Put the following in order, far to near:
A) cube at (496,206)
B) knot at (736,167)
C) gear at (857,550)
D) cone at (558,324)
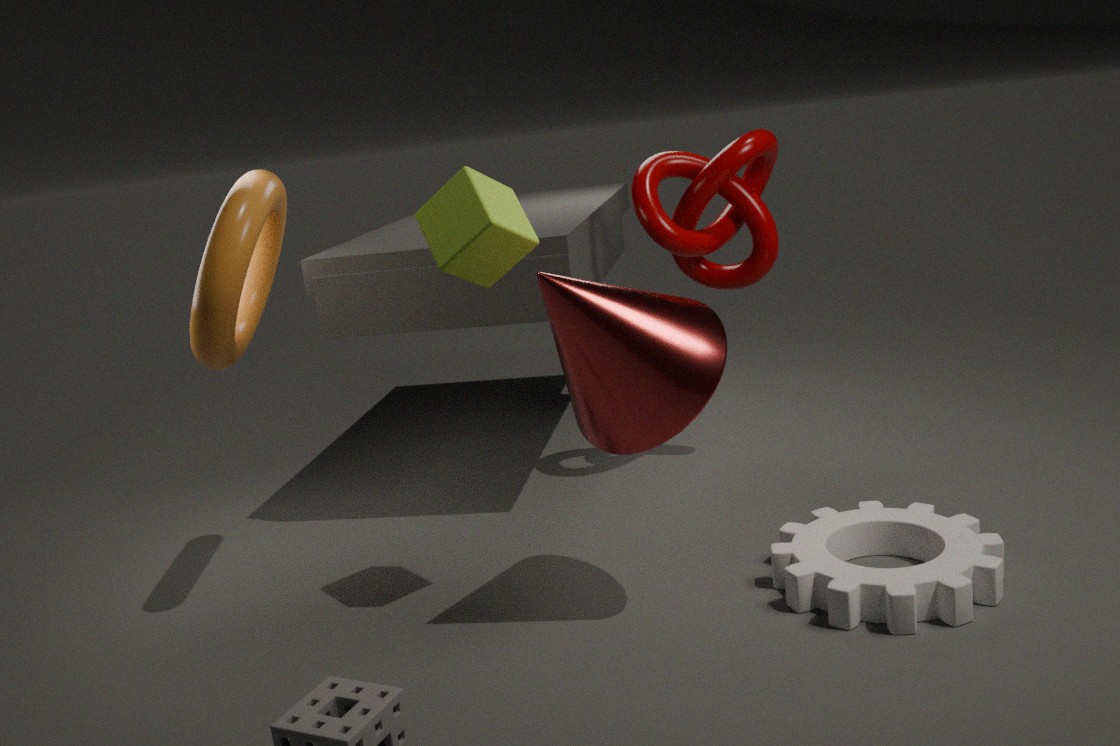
1. knot at (736,167)
2. gear at (857,550)
3. cube at (496,206)
4. cone at (558,324)
